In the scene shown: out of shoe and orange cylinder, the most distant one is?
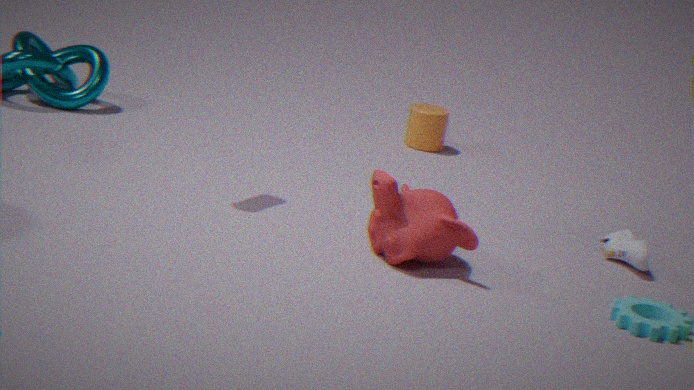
orange cylinder
